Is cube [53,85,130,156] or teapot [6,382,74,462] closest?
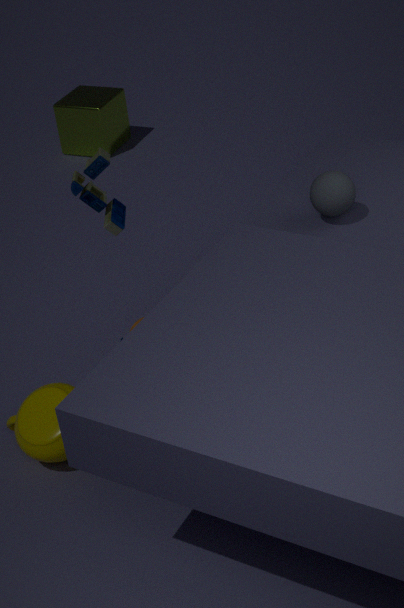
teapot [6,382,74,462]
